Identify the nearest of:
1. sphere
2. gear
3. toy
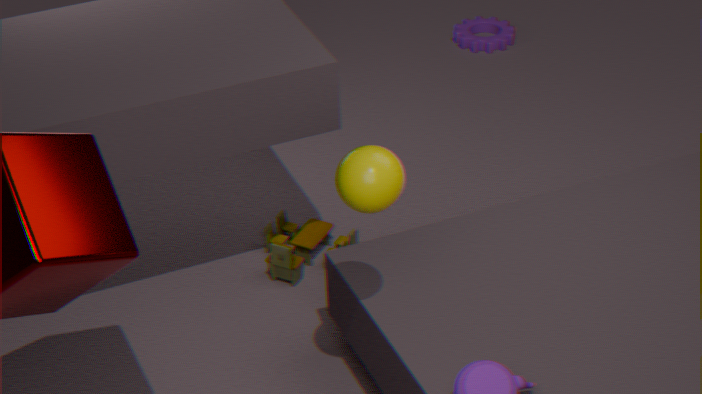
sphere
